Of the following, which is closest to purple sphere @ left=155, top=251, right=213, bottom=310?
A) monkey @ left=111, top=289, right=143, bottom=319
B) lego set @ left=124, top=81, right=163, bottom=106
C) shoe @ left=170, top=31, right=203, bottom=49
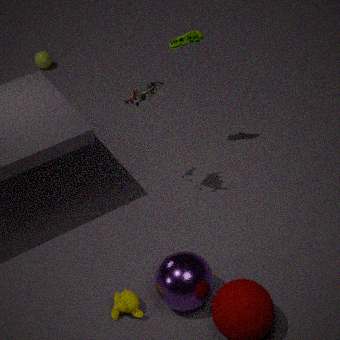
monkey @ left=111, top=289, right=143, bottom=319
